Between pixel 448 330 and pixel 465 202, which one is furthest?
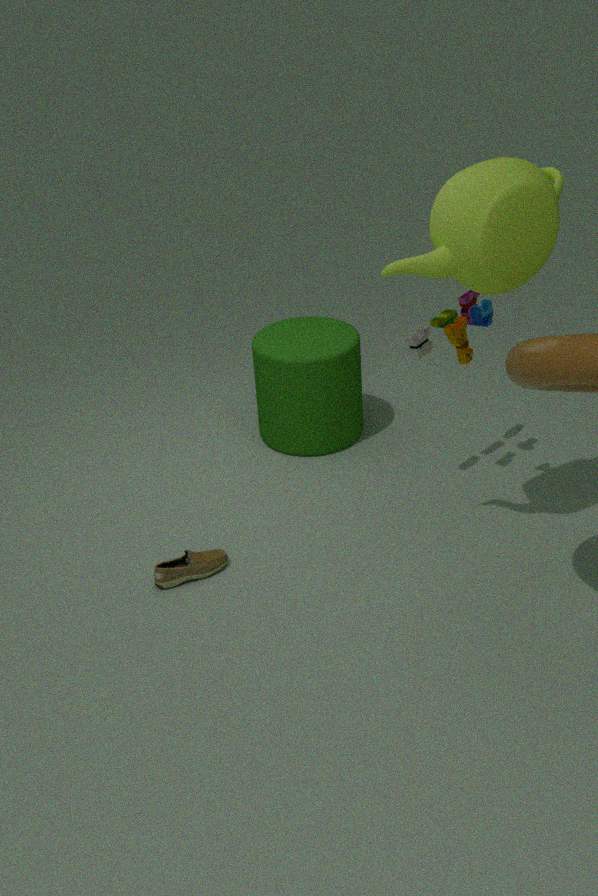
pixel 448 330
